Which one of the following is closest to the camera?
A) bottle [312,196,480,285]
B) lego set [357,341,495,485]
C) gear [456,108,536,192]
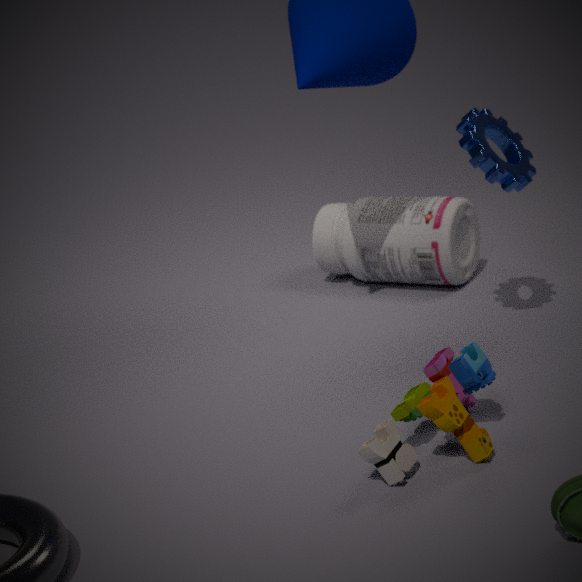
lego set [357,341,495,485]
